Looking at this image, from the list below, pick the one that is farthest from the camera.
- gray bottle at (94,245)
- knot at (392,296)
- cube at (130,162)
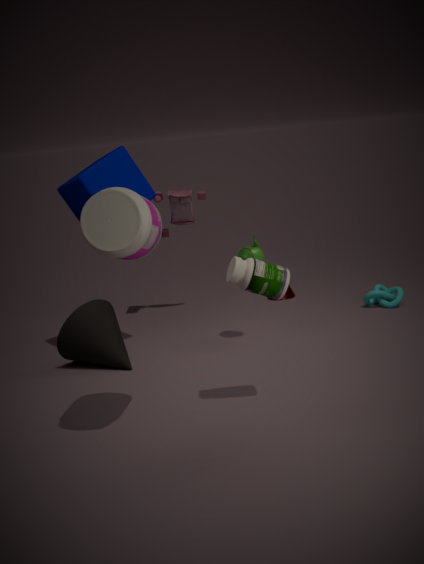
knot at (392,296)
